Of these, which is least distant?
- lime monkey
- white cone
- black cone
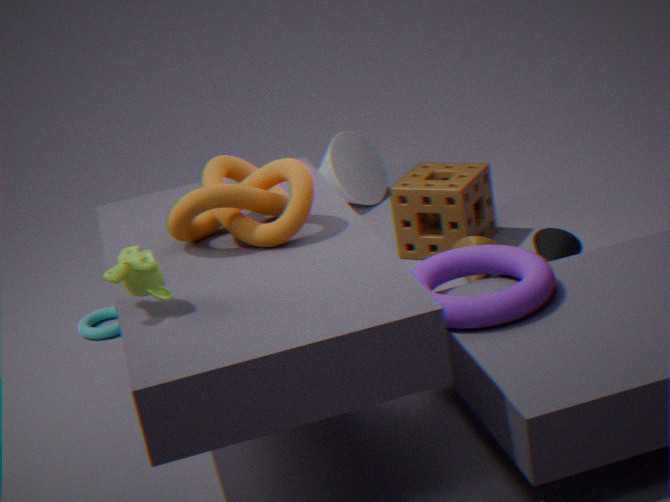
lime monkey
